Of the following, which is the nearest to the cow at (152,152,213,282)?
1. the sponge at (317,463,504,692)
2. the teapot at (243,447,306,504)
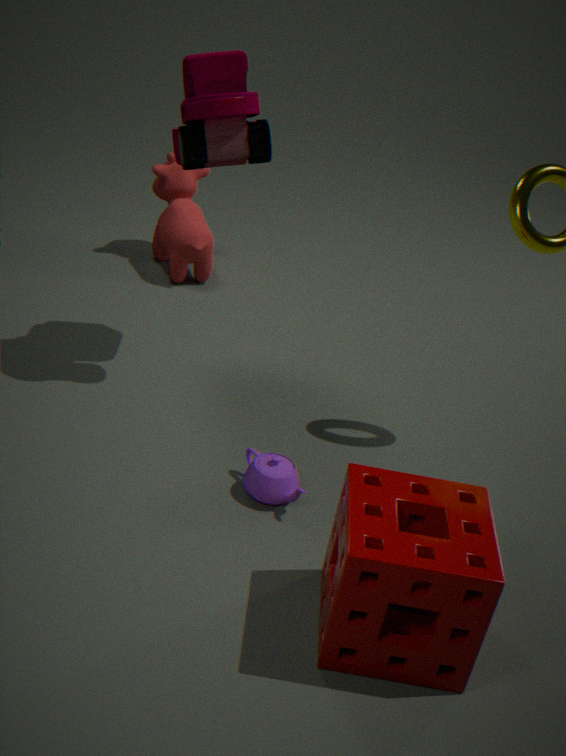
the teapot at (243,447,306,504)
